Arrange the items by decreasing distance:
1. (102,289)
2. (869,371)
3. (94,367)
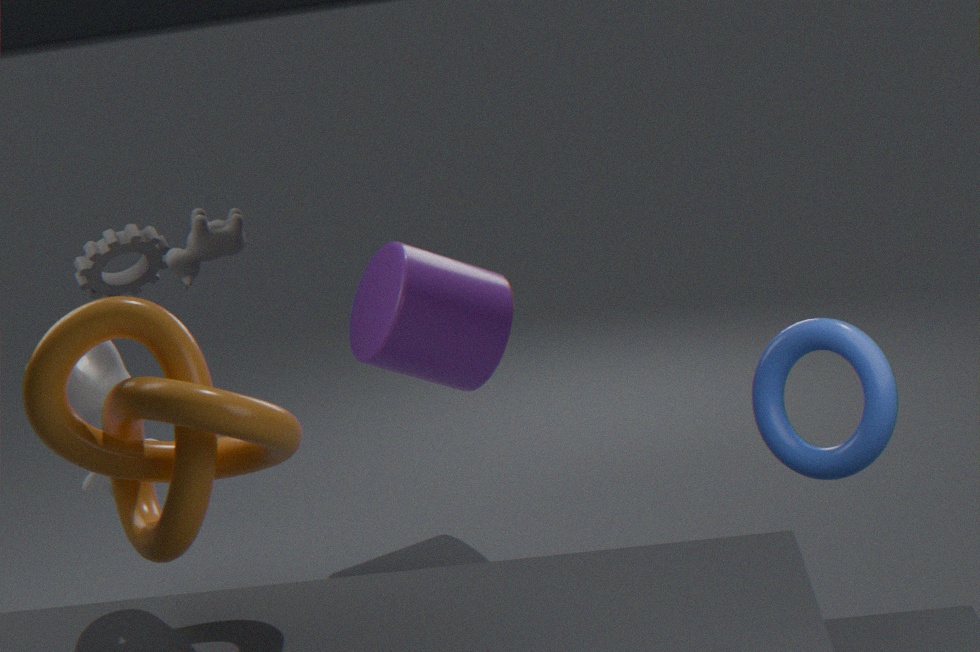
(102,289)
(94,367)
(869,371)
